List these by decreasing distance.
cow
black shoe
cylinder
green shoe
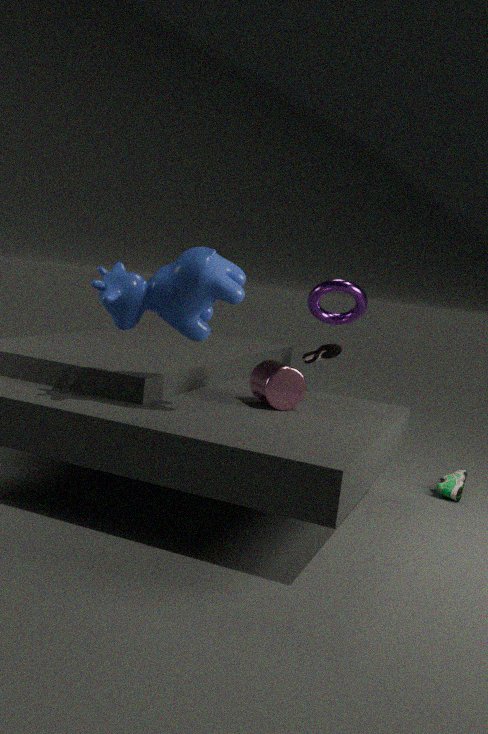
black shoe < green shoe < cylinder < cow
